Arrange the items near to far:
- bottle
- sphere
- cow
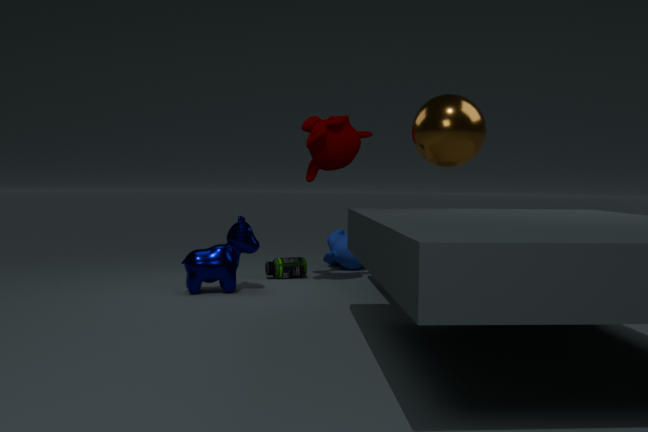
1. sphere
2. cow
3. bottle
